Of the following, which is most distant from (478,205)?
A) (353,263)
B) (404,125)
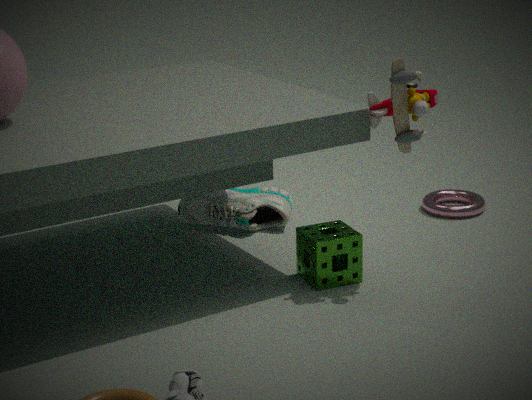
(404,125)
